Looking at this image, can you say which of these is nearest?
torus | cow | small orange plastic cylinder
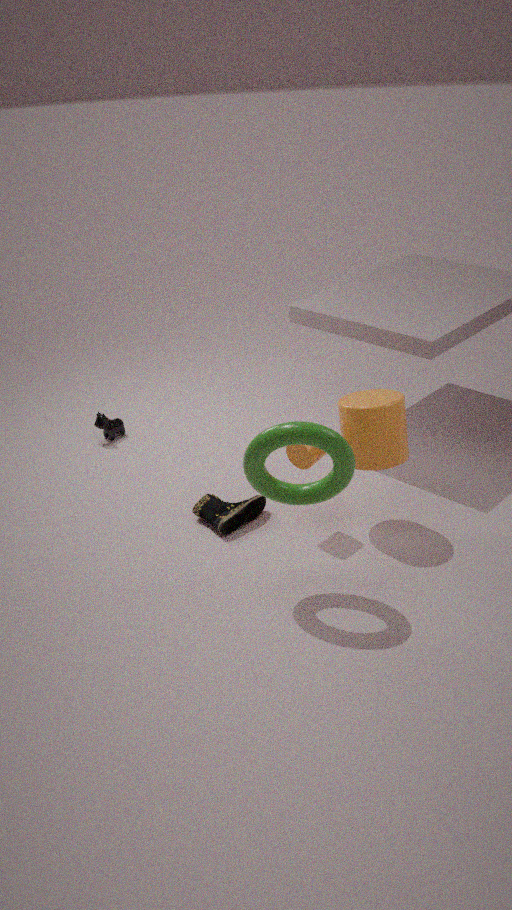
torus
